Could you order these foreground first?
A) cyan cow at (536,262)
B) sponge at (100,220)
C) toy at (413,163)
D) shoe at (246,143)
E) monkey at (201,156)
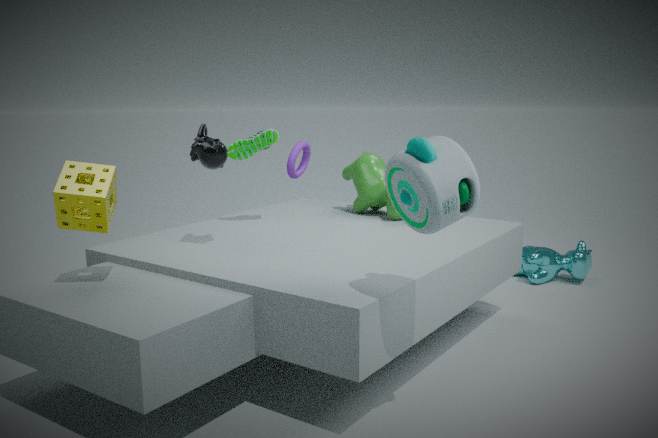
toy at (413,163) < sponge at (100,220) < monkey at (201,156) < shoe at (246,143) < cyan cow at (536,262)
